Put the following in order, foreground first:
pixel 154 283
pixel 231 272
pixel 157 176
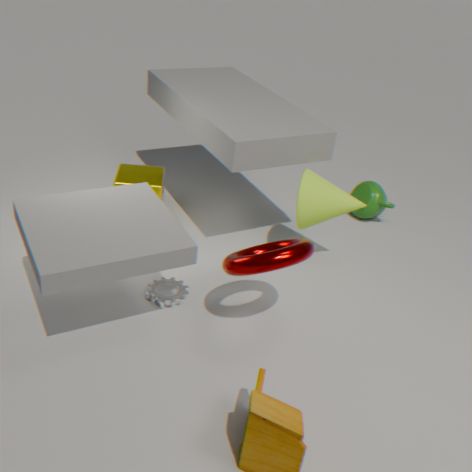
pixel 231 272
pixel 154 283
pixel 157 176
